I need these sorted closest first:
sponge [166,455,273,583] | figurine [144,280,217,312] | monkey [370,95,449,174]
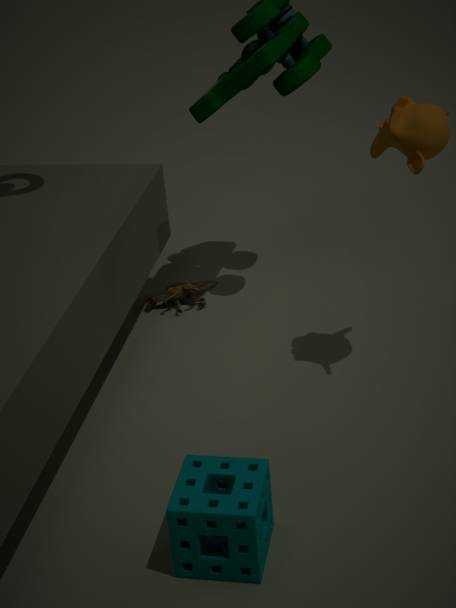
sponge [166,455,273,583] < monkey [370,95,449,174] < figurine [144,280,217,312]
